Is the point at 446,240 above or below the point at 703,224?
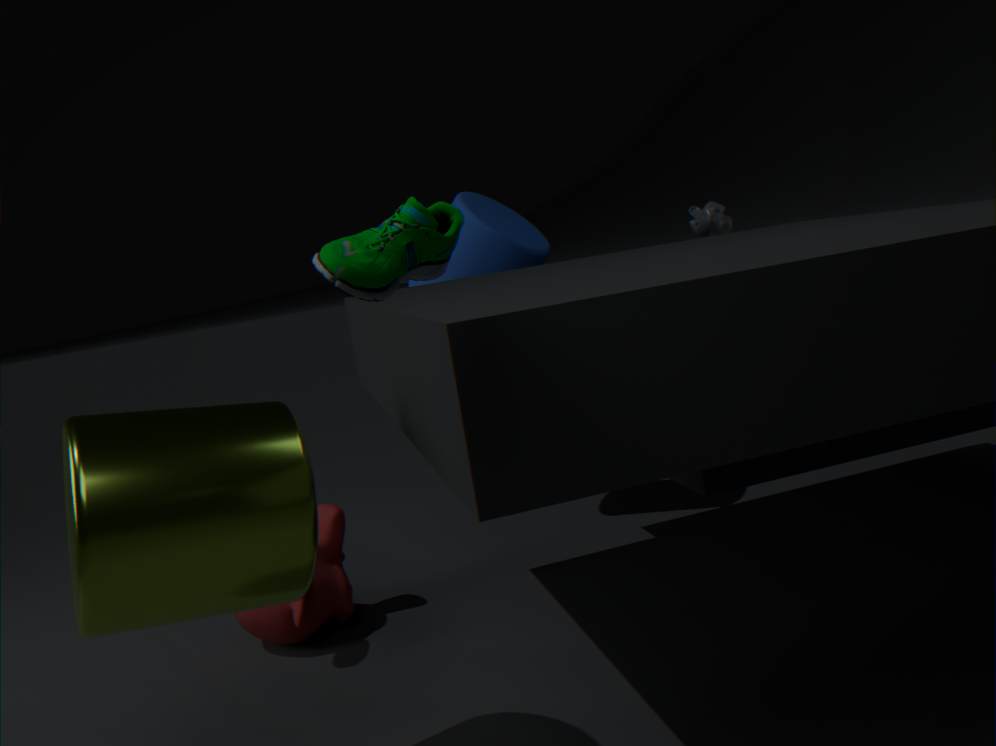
above
